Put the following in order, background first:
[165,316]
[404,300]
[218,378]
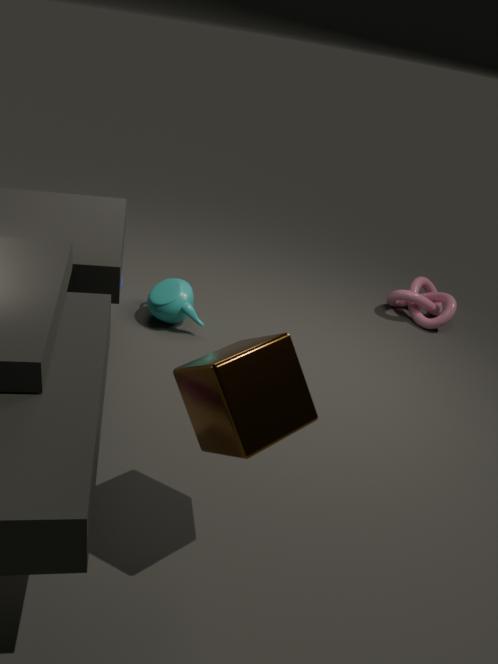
[404,300] < [165,316] < [218,378]
